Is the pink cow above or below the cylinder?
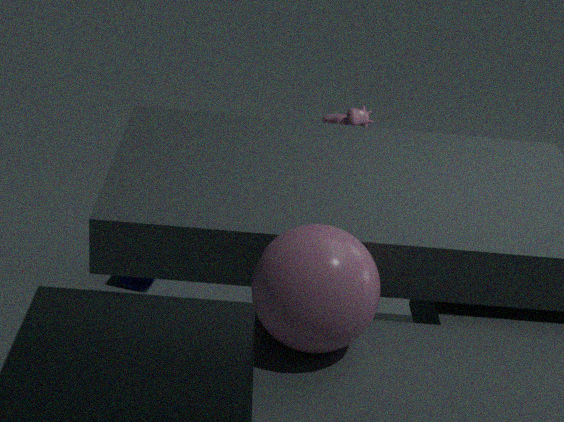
above
